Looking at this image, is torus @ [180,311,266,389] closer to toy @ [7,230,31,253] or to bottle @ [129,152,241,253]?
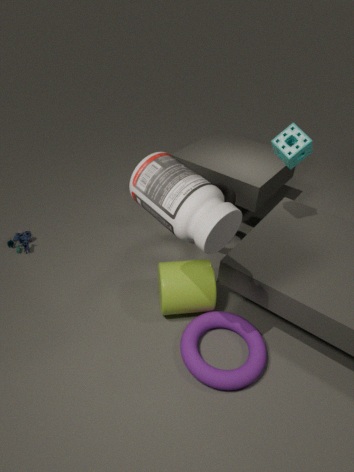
bottle @ [129,152,241,253]
